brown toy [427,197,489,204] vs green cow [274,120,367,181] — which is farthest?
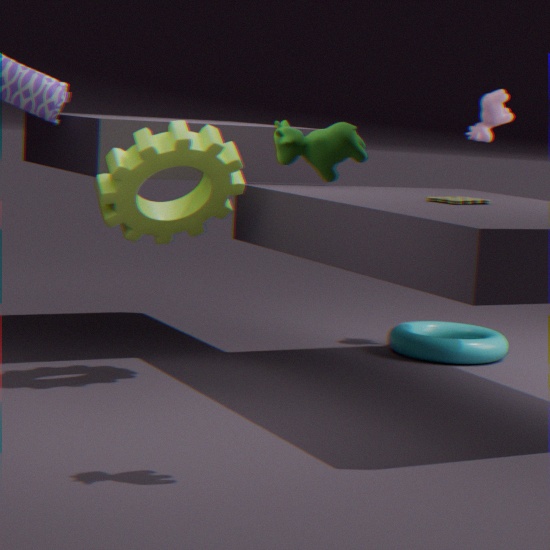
brown toy [427,197,489,204]
